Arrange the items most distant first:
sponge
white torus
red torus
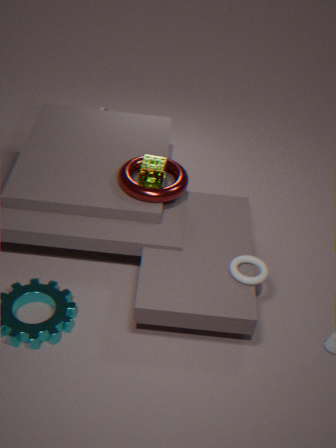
sponge → red torus → white torus
